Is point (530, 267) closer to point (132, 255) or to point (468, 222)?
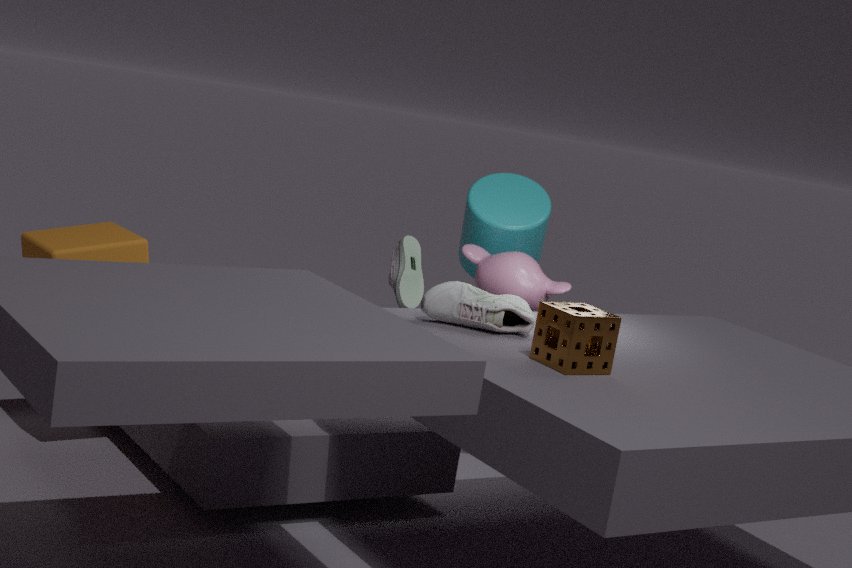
point (468, 222)
